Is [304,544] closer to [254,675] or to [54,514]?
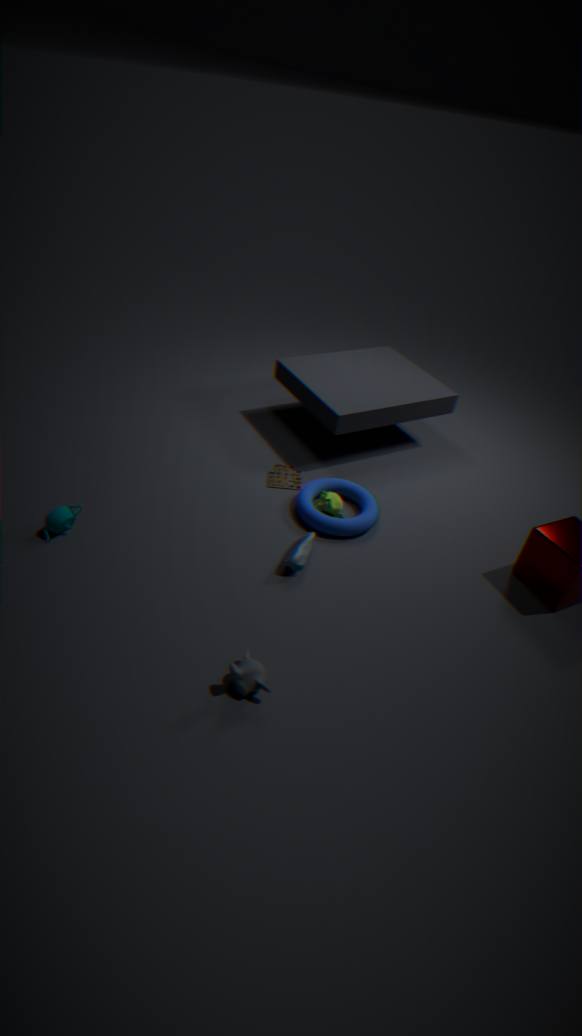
[254,675]
